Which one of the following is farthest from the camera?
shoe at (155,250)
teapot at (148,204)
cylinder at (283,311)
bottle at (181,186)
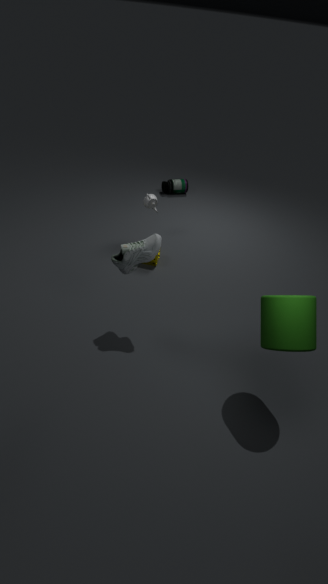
bottle at (181,186)
